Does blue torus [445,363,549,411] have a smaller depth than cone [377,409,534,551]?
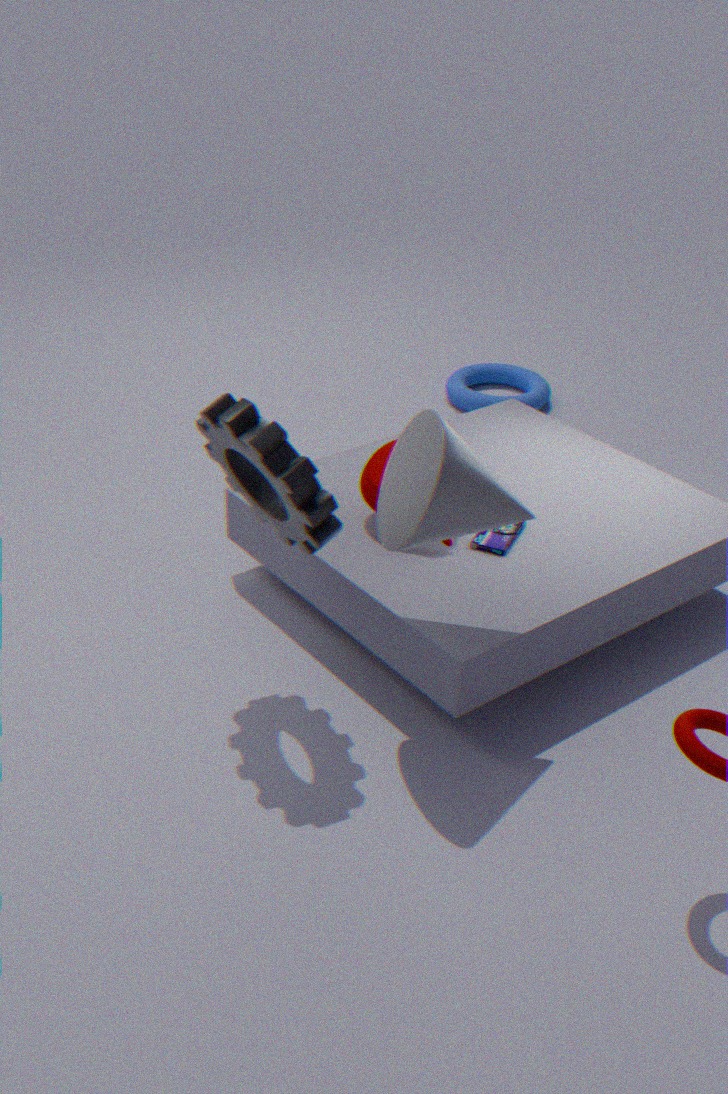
No
